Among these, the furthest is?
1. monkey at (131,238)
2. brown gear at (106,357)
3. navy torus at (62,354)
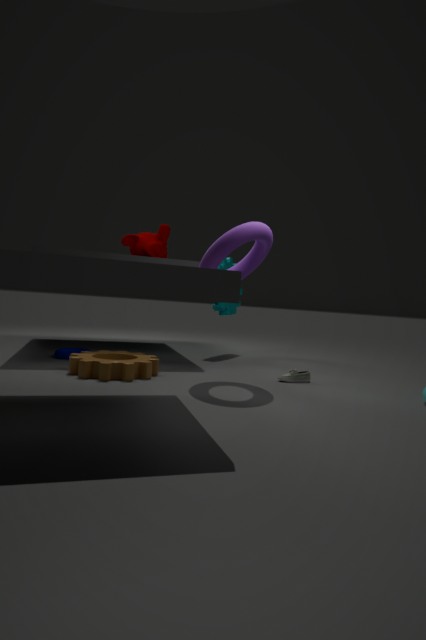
monkey at (131,238)
